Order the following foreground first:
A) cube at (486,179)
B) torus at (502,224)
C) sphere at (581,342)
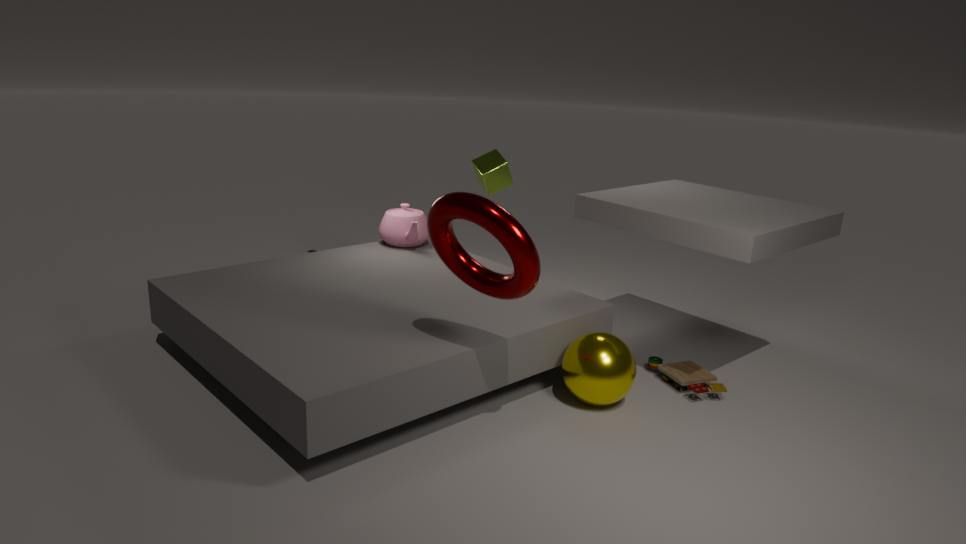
torus at (502,224) → sphere at (581,342) → cube at (486,179)
